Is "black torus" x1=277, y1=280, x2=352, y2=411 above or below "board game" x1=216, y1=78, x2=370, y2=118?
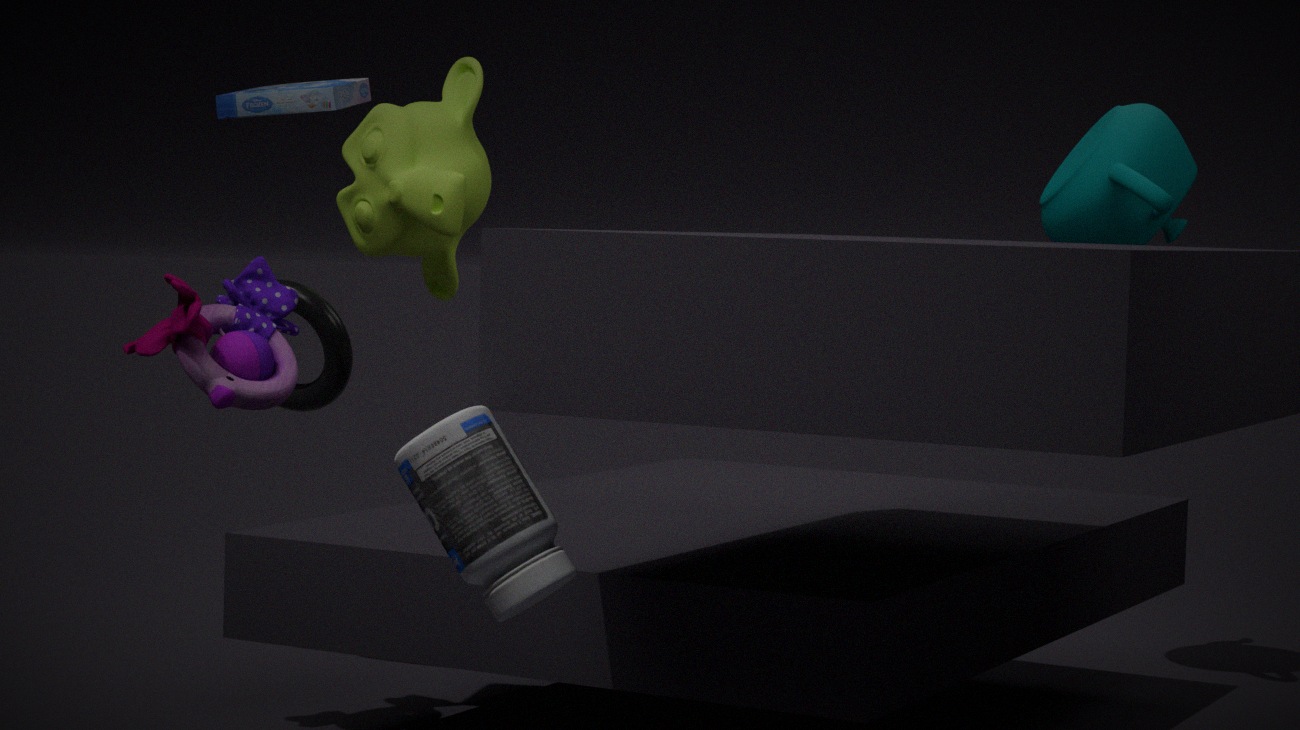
below
